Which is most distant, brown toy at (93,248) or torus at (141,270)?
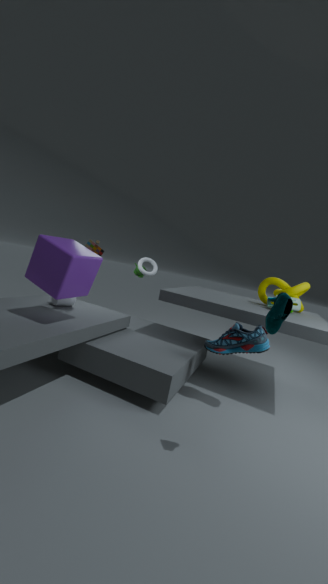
torus at (141,270)
